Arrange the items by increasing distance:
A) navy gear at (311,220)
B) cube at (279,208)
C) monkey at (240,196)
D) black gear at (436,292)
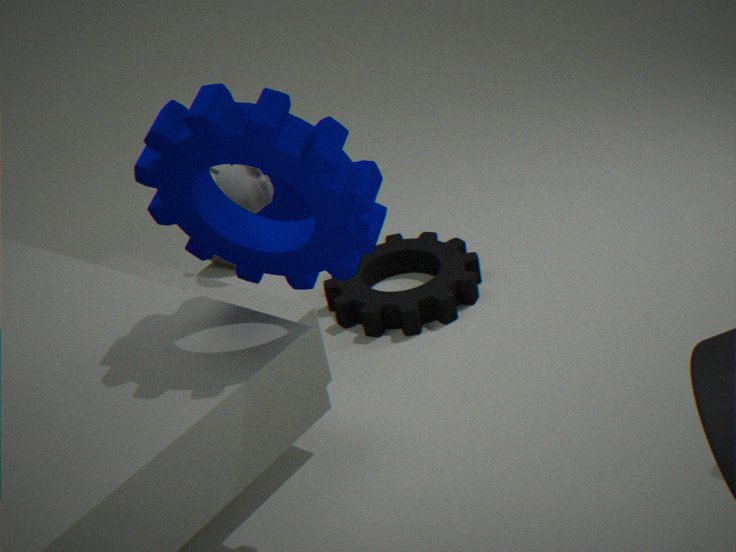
navy gear at (311,220)
monkey at (240,196)
black gear at (436,292)
cube at (279,208)
